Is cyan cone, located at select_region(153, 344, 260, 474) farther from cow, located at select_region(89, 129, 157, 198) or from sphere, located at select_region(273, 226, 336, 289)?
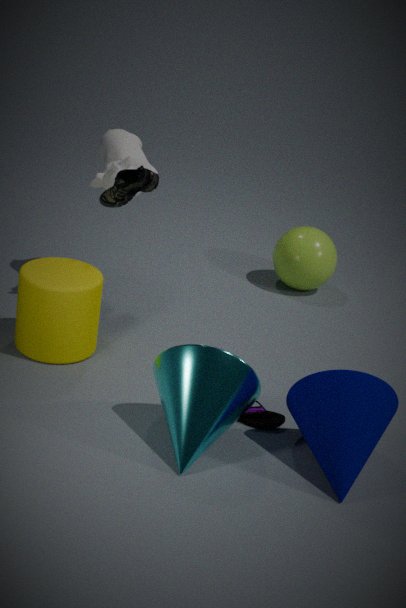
sphere, located at select_region(273, 226, 336, 289)
